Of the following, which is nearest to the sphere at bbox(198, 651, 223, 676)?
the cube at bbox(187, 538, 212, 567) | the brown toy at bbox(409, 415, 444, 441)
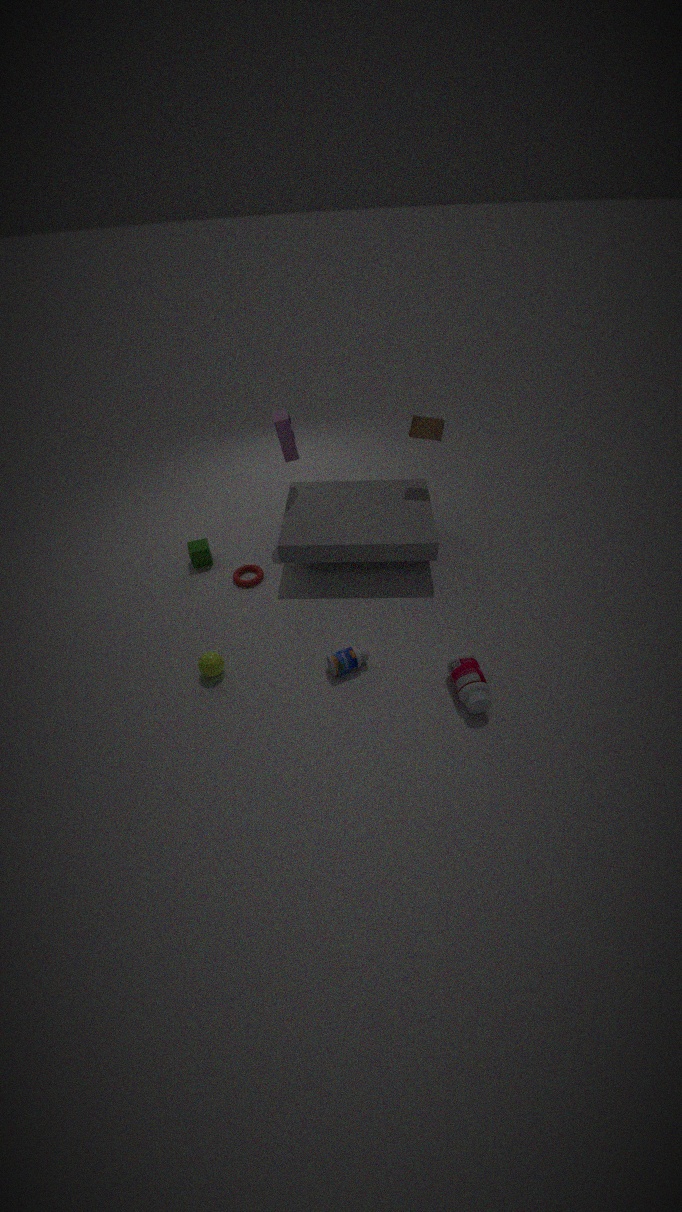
the cube at bbox(187, 538, 212, 567)
